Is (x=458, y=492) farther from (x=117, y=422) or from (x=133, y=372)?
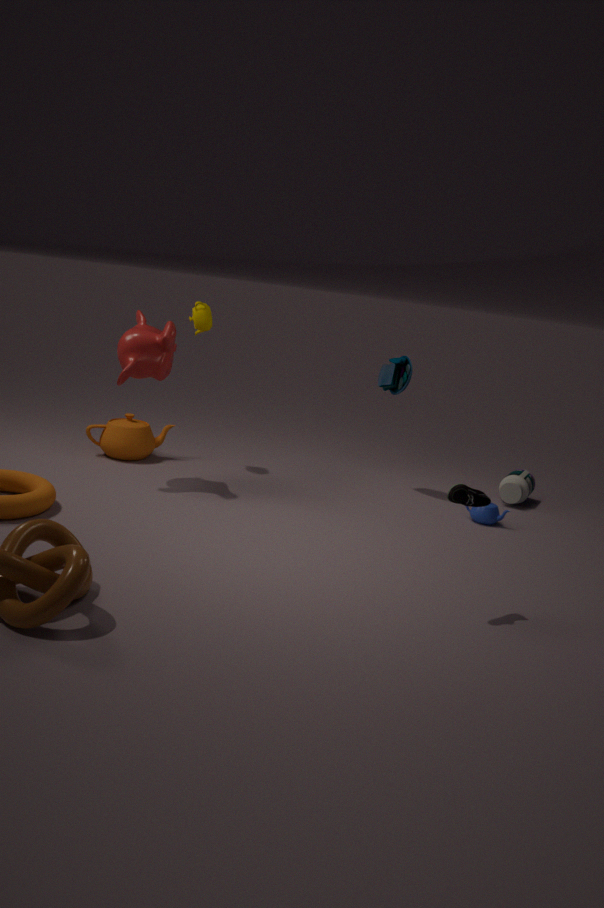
(x=117, y=422)
